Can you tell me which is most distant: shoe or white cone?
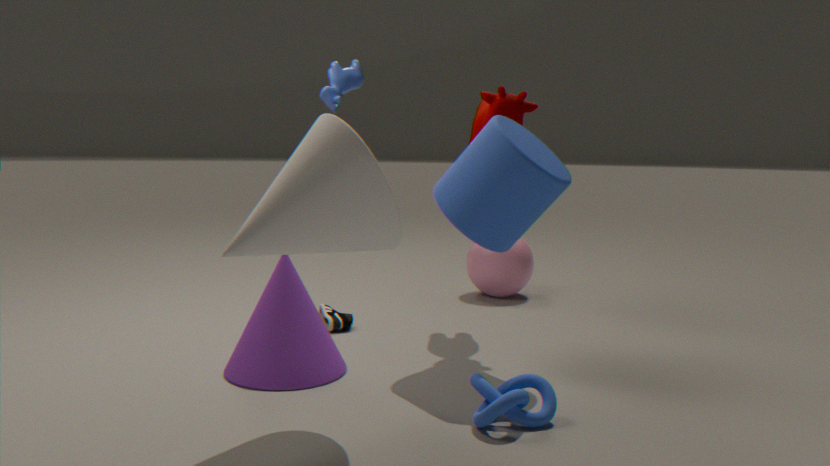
shoe
